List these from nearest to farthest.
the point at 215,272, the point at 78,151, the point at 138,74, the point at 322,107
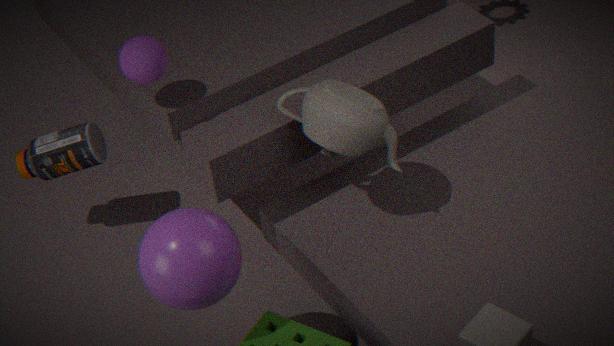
the point at 215,272
the point at 322,107
the point at 138,74
the point at 78,151
